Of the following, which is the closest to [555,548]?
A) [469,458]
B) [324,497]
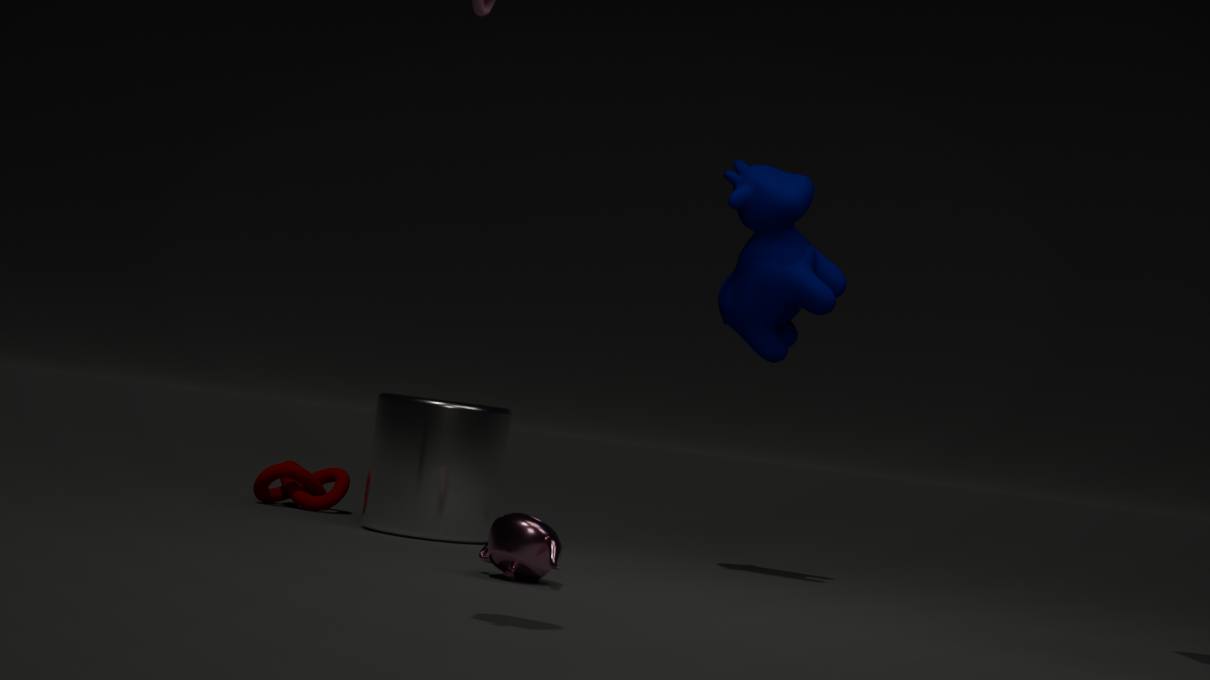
[469,458]
